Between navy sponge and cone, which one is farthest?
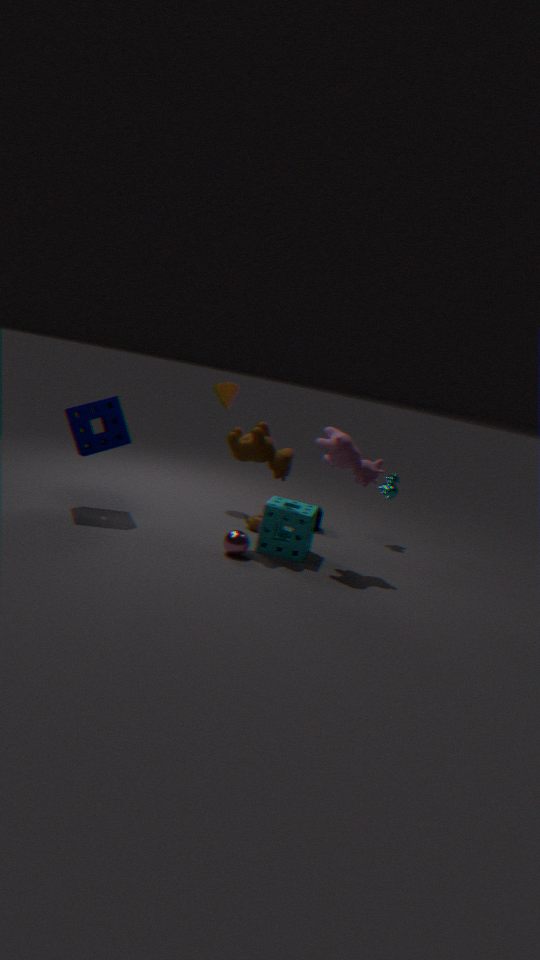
cone
